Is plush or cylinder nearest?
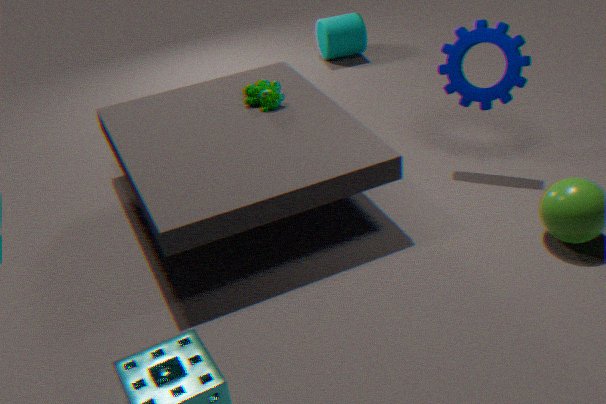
plush
